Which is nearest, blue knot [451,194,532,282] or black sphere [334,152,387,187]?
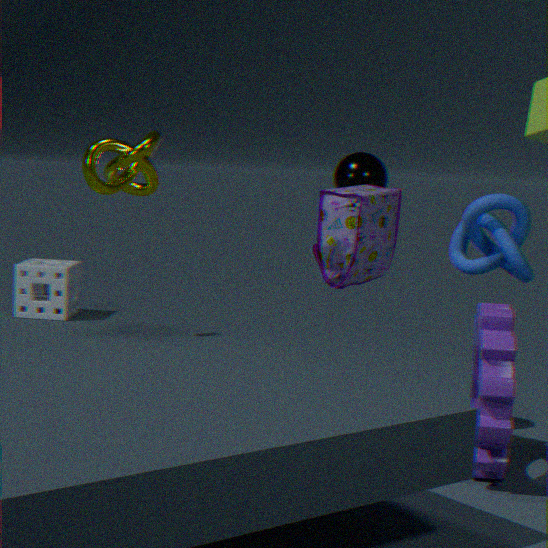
blue knot [451,194,532,282]
